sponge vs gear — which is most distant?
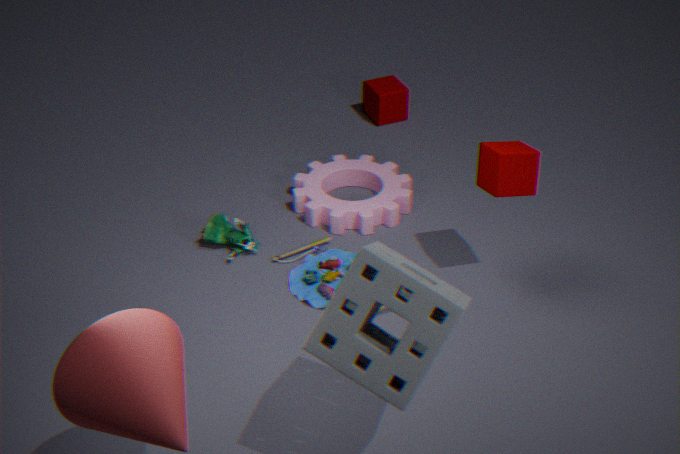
gear
